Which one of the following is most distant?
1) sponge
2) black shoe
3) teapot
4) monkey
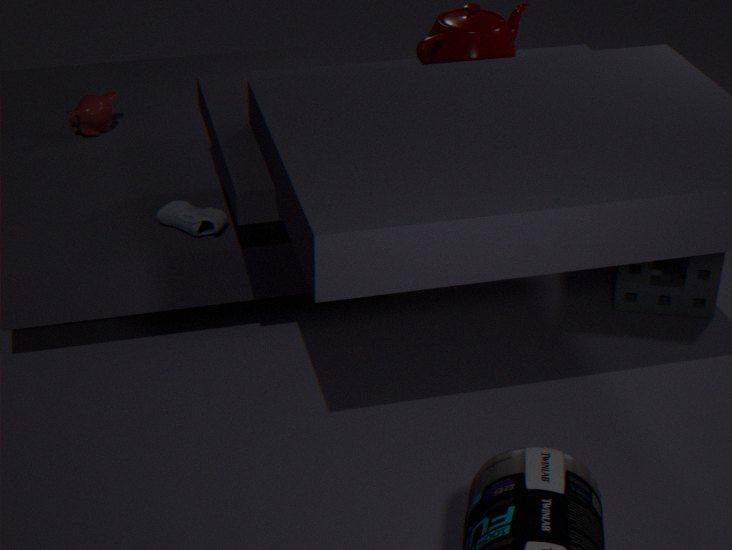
4. monkey
